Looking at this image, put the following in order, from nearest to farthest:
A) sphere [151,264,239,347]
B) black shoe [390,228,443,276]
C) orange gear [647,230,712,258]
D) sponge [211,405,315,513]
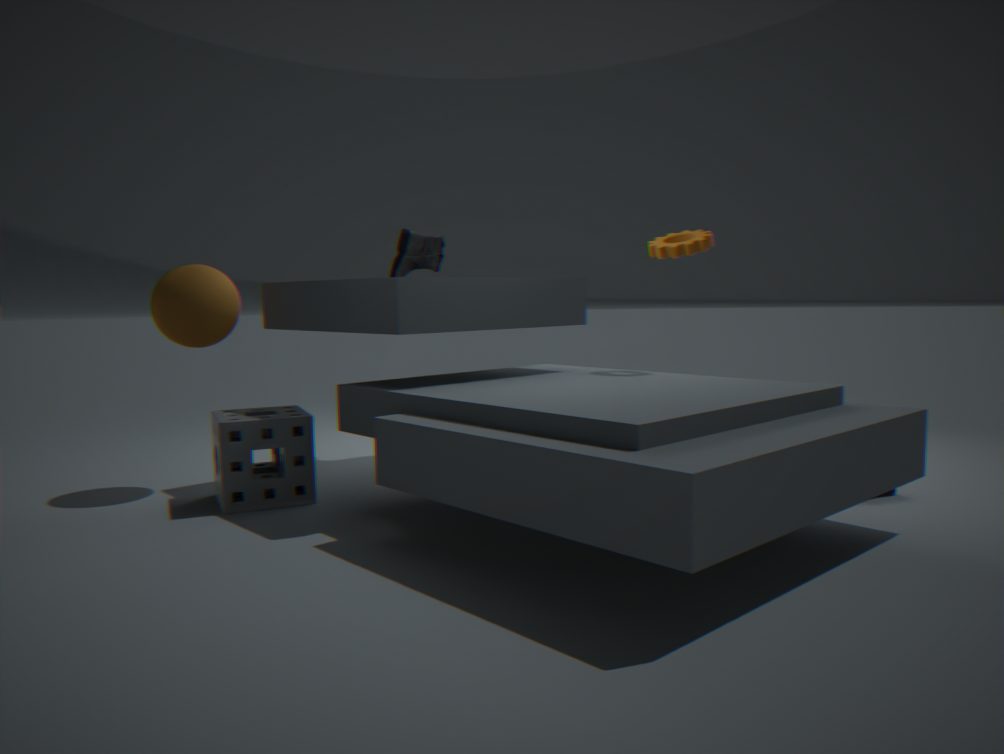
1. sponge [211,405,315,513]
2. sphere [151,264,239,347]
3. orange gear [647,230,712,258]
4. black shoe [390,228,443,276]
